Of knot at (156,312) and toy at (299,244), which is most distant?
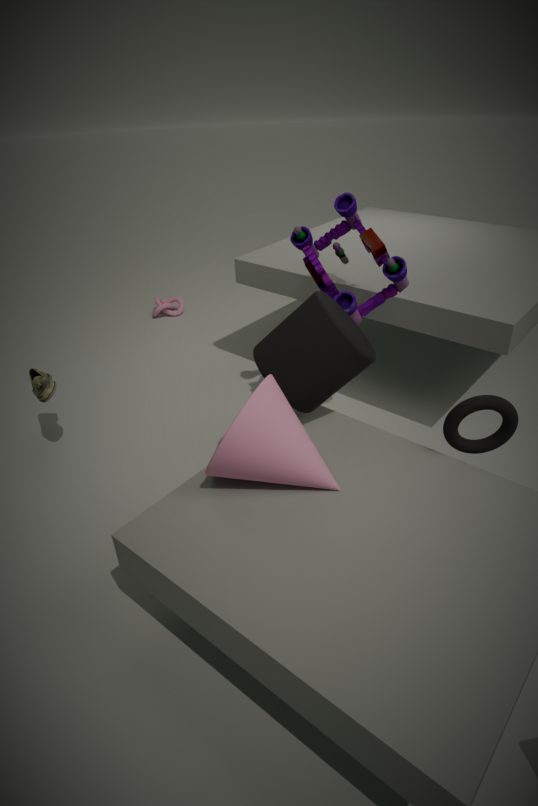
knot at (156,312)
